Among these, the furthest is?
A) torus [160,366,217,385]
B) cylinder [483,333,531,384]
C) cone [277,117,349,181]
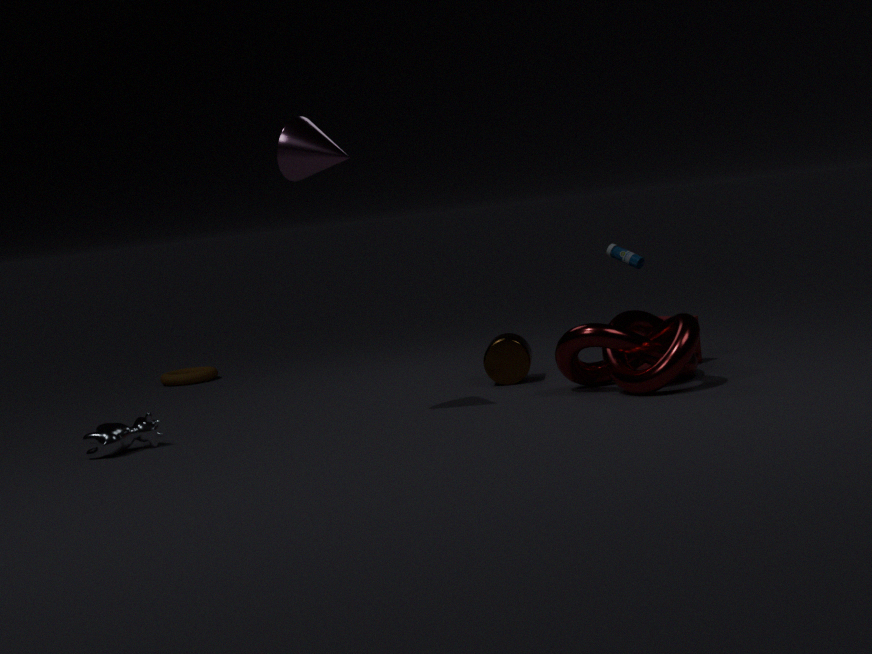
torus [160,366,217,385]
